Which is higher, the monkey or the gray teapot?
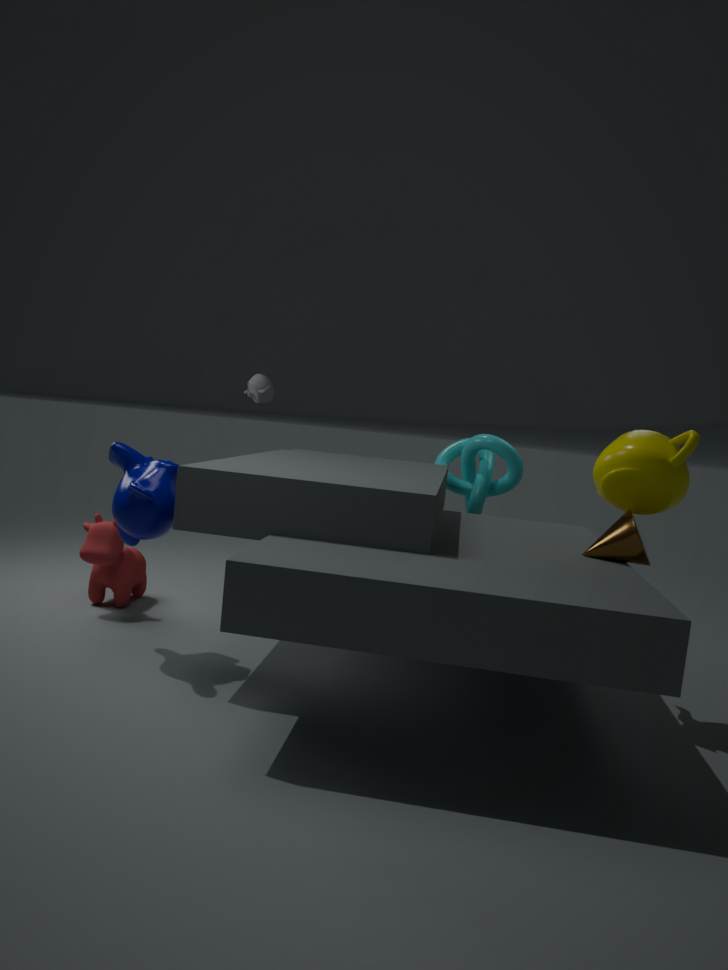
the gray teapot
